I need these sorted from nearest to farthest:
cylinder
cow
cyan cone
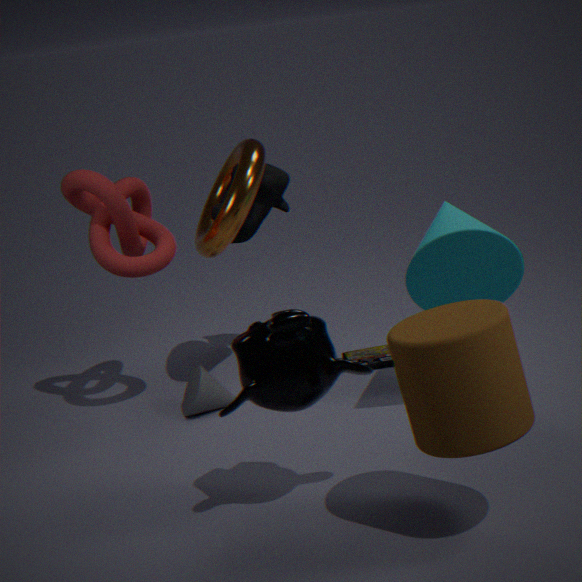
cylinder
cyan cone
cow
